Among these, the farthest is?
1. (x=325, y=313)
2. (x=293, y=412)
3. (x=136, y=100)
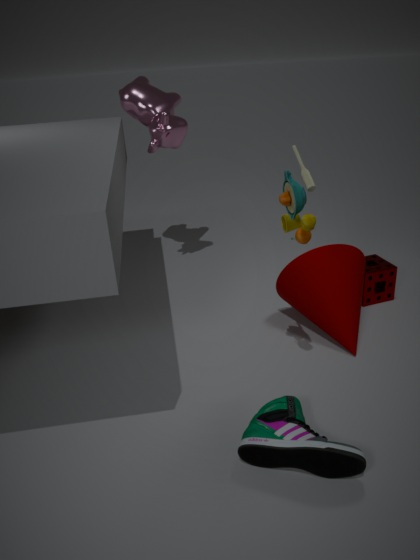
(x=136, y=100)
